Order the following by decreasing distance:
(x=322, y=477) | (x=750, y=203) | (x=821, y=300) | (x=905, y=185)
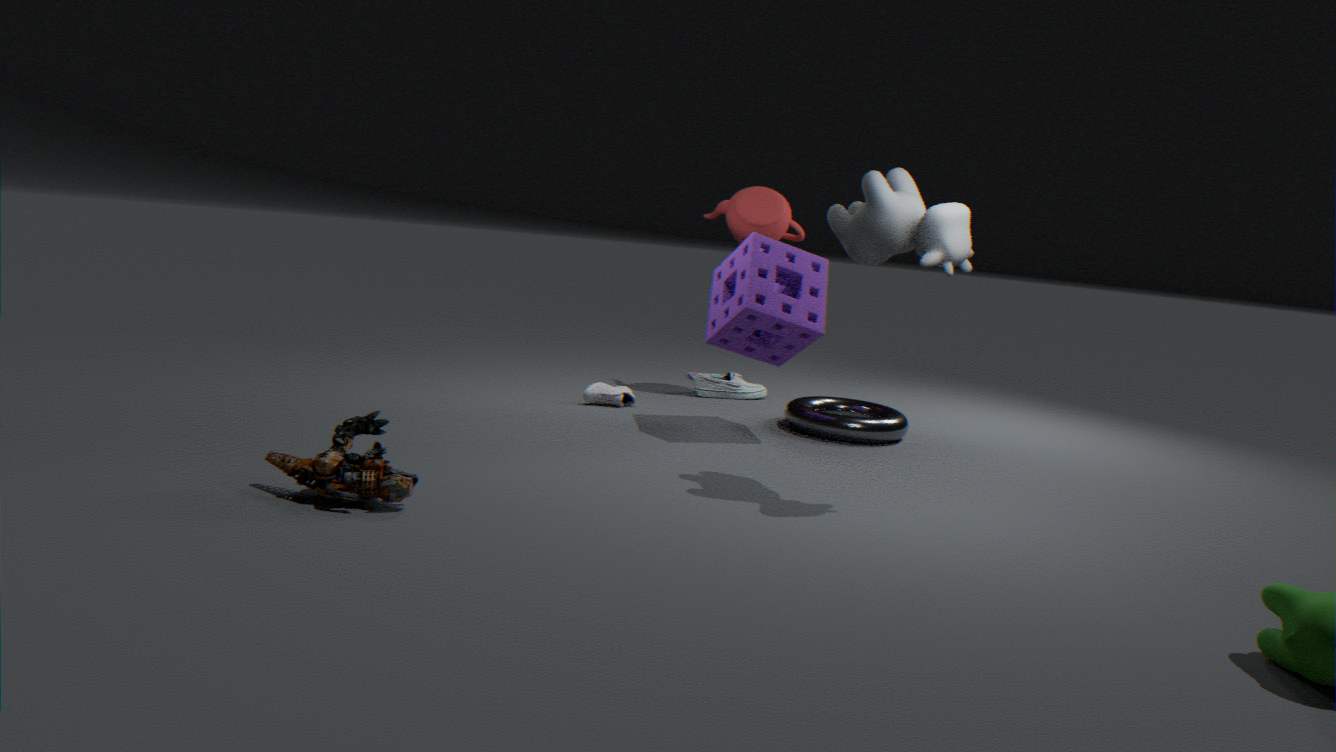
(x=750, y=203) → (x=821, y=300) → (x=905, y=185) → (x=322, y=477)
